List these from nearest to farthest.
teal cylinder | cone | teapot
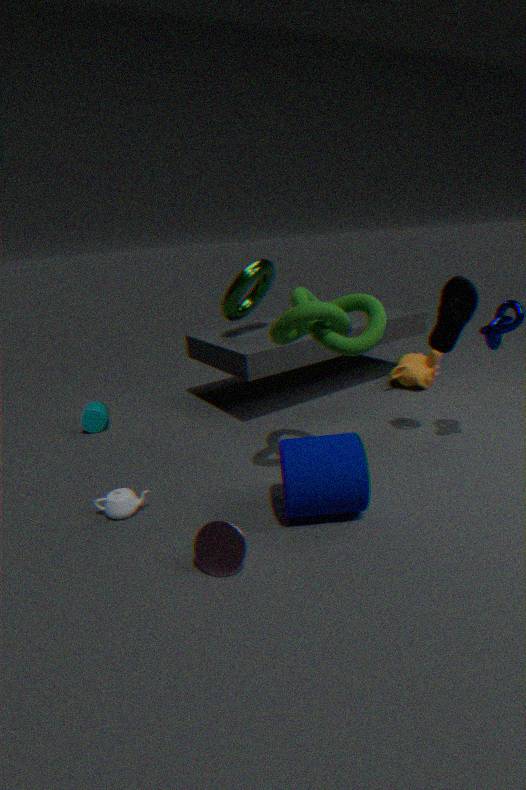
cone < teapot < teal cylinder
